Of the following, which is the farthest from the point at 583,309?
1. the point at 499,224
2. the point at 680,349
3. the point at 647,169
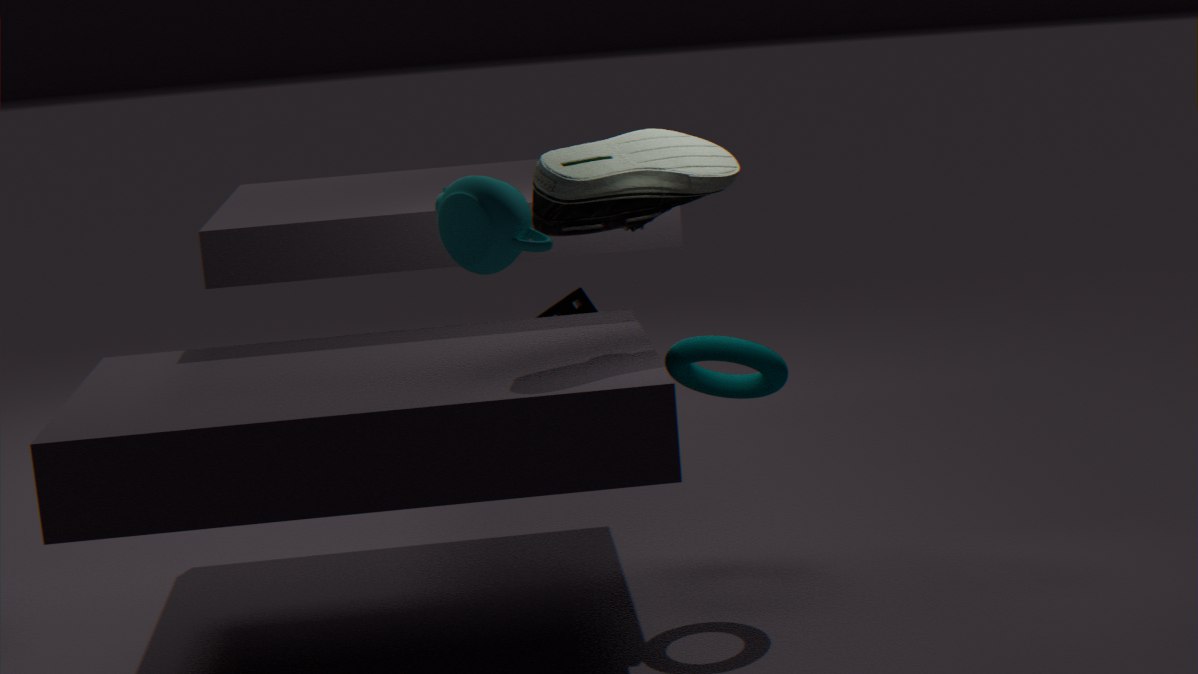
the point at 499,224
